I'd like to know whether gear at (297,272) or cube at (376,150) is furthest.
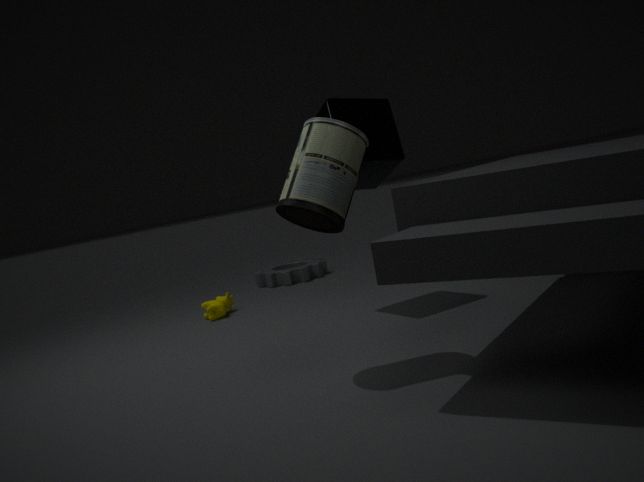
gear at (297,272)
